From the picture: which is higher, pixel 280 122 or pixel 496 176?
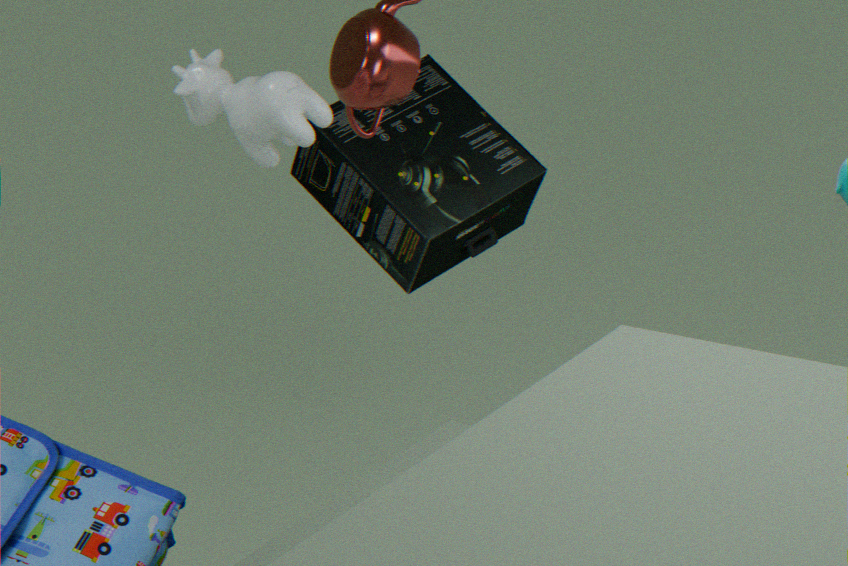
pixel 280 122
